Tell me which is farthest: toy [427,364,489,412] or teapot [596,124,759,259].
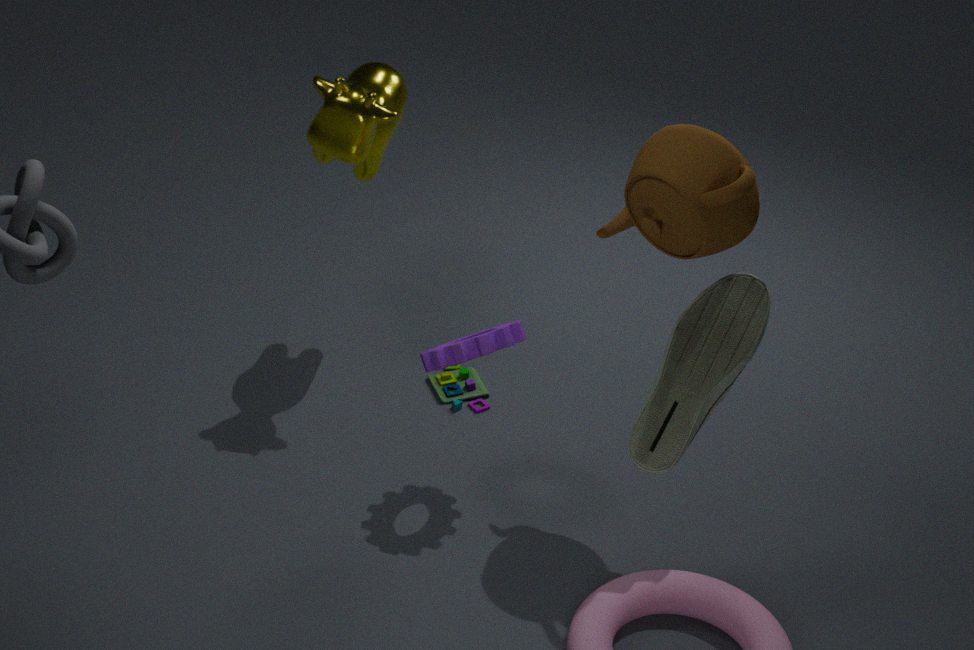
toy [427,364,489,412]
